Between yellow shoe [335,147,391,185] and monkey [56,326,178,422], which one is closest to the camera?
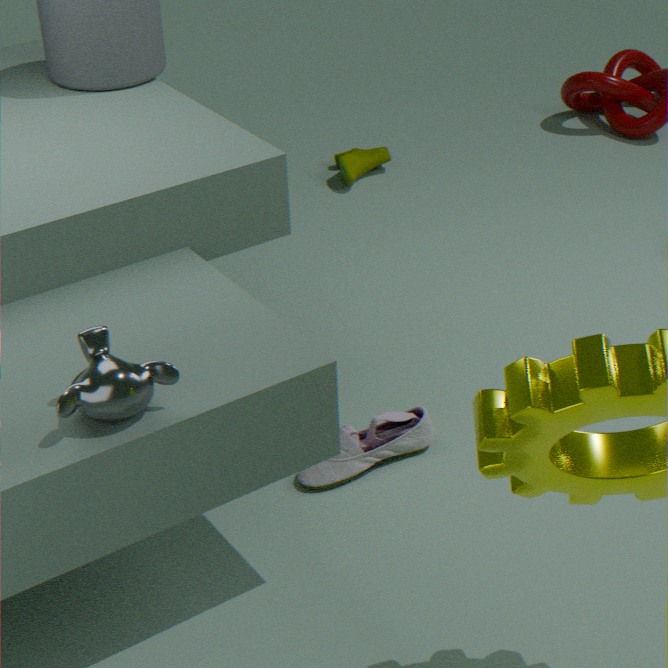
monkey [56,326,178,422]
